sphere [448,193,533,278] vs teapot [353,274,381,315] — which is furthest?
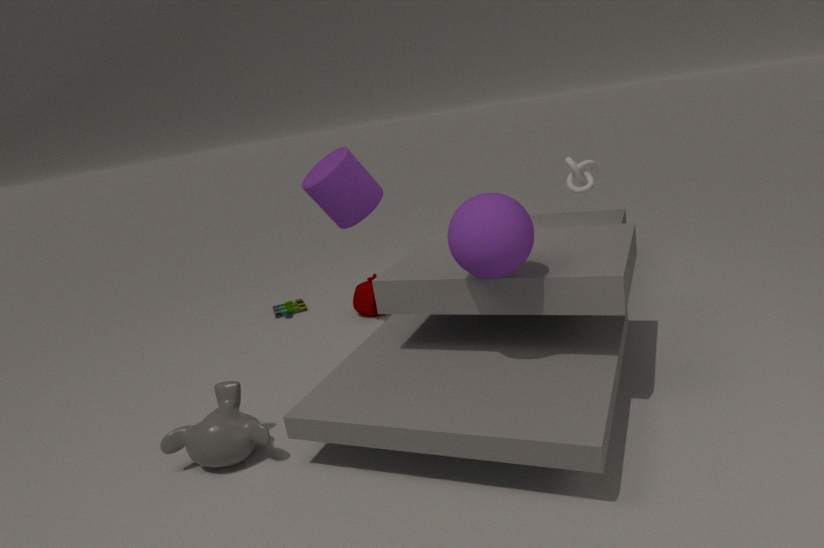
teapot [353,274,381,315]
